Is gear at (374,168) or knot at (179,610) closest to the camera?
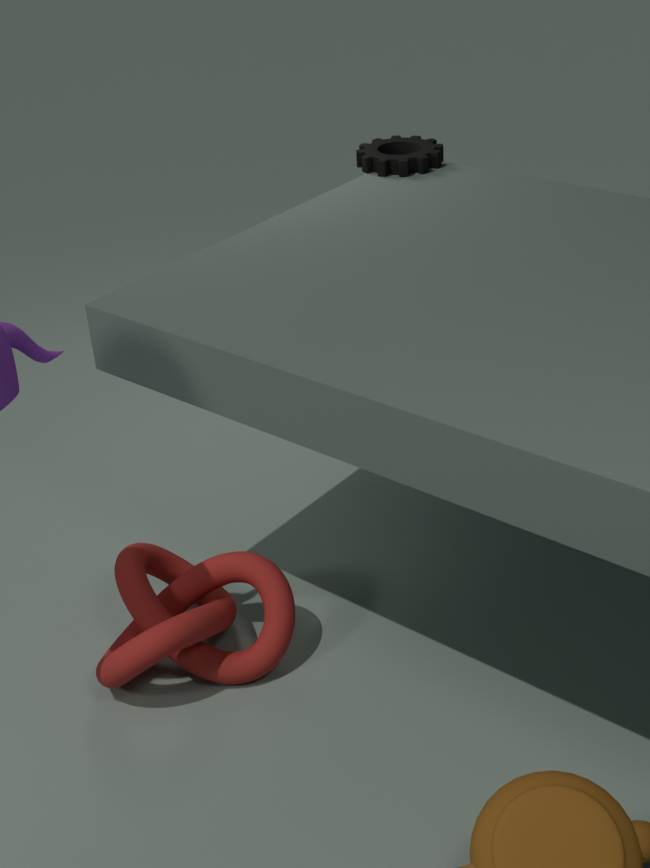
knot at (179,610)
